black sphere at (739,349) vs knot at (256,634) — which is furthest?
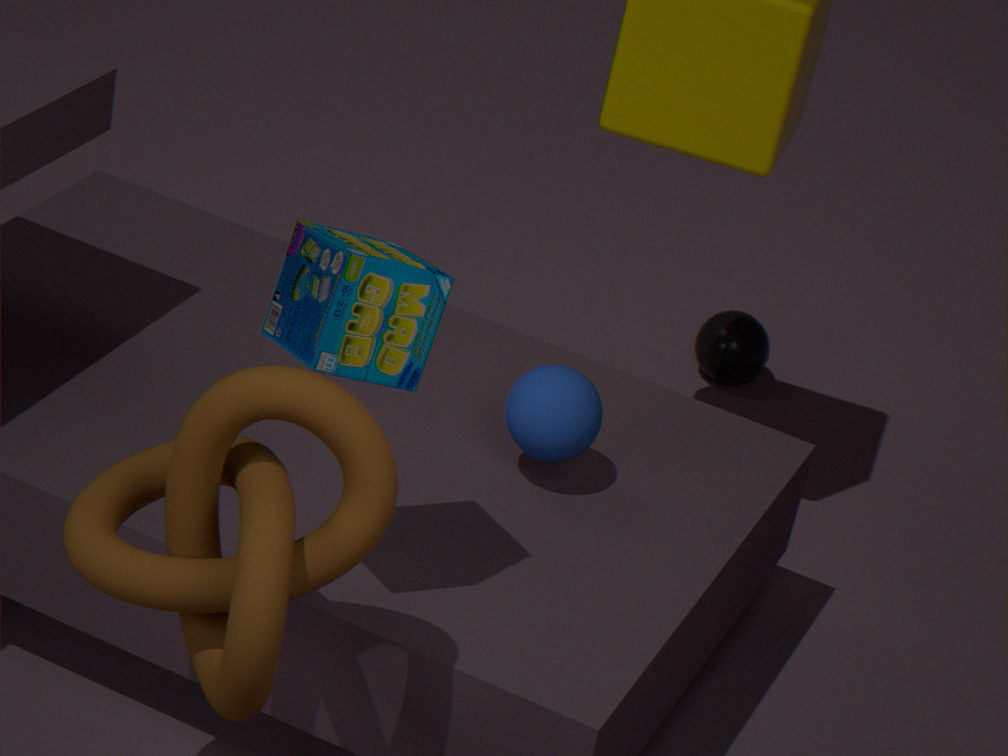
black sphere at (739,349)
